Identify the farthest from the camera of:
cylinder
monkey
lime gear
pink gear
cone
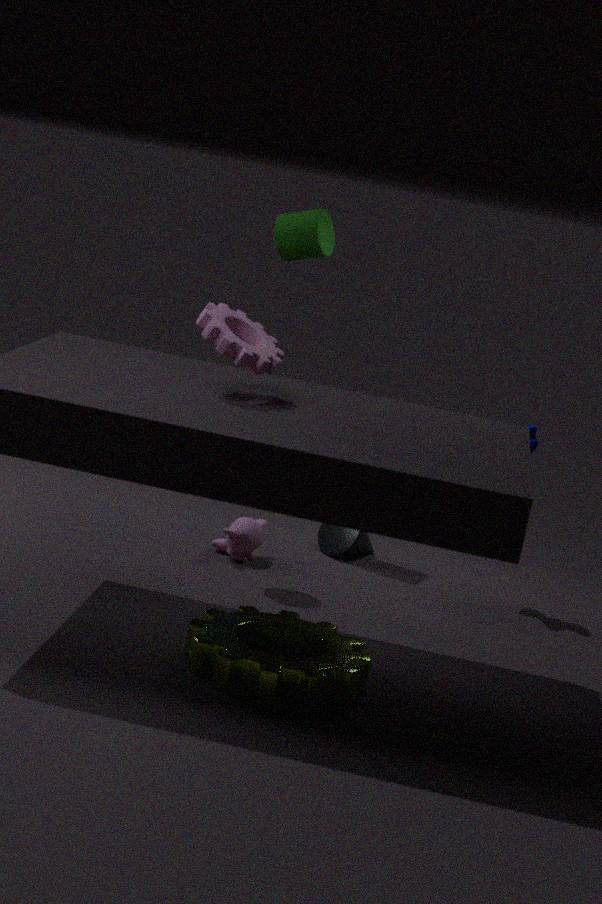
cone
